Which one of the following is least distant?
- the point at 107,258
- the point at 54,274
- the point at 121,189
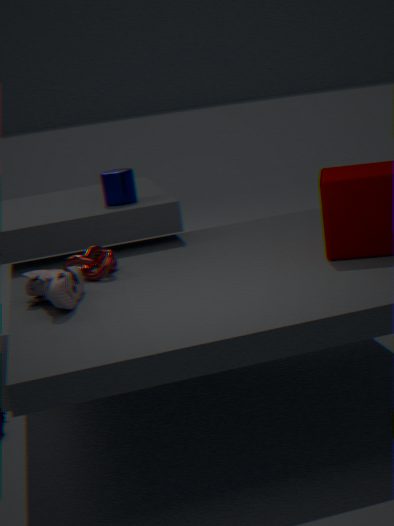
the point at 54,274
